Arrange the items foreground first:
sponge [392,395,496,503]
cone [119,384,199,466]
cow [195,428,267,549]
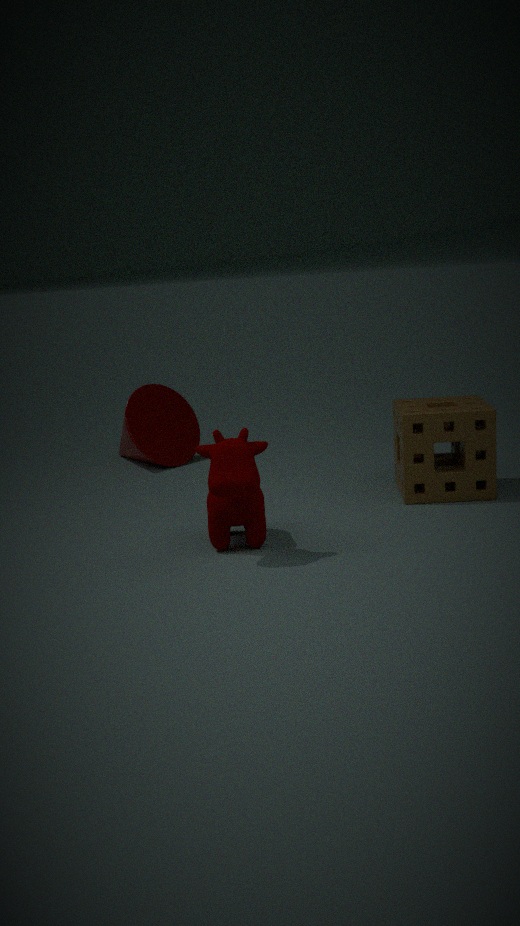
cow [195,428,267,549] → sponge [392,395,496,503] → cone [119,384,199,466]
